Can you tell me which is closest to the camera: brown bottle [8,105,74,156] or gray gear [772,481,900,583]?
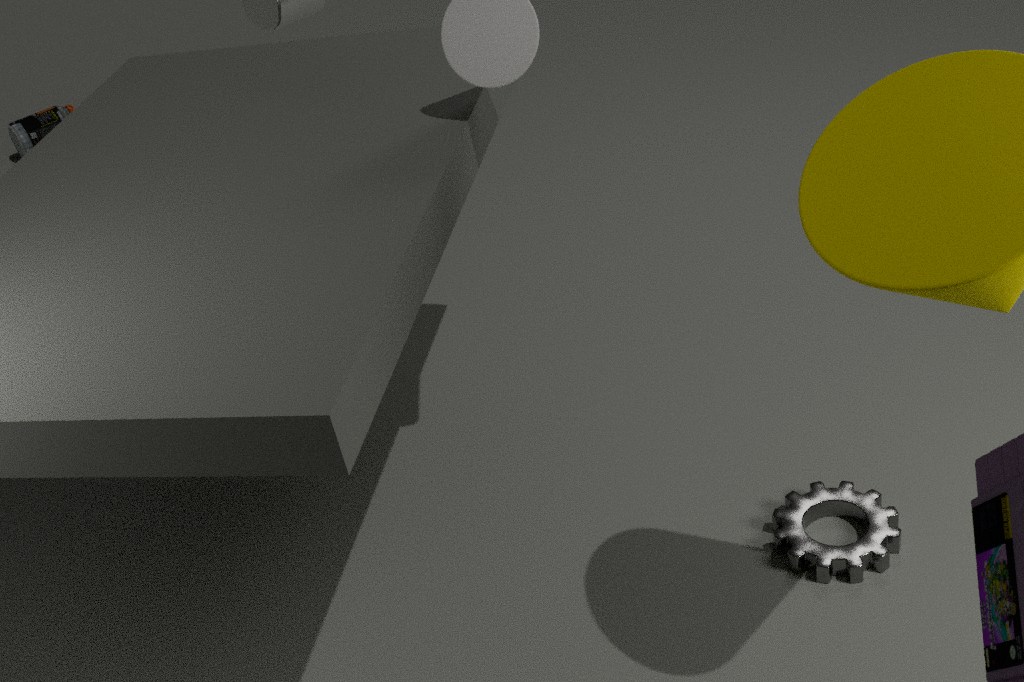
gray gear [772,481,900,583]
